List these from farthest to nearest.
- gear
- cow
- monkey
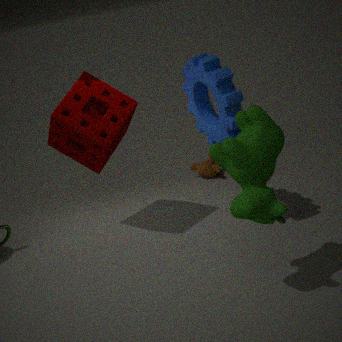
monkey < gear < cow
